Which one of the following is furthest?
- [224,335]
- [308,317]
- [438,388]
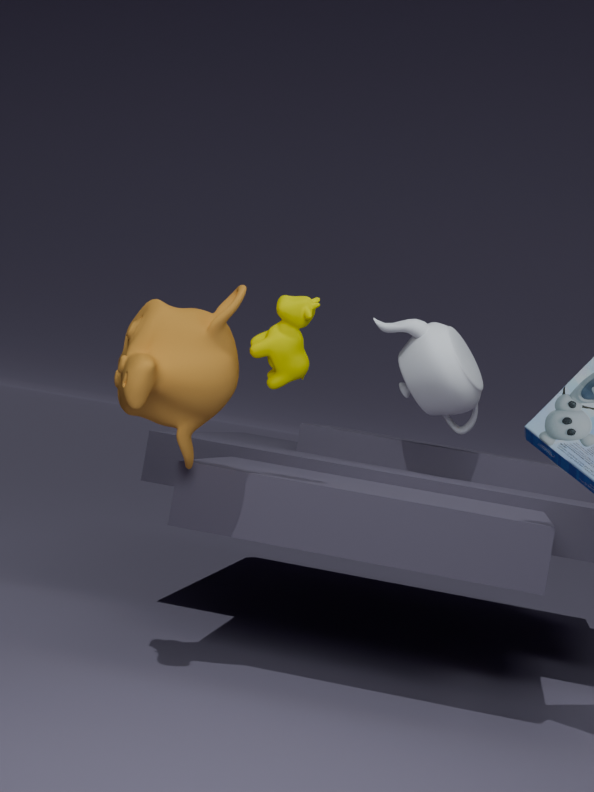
[438,388]
